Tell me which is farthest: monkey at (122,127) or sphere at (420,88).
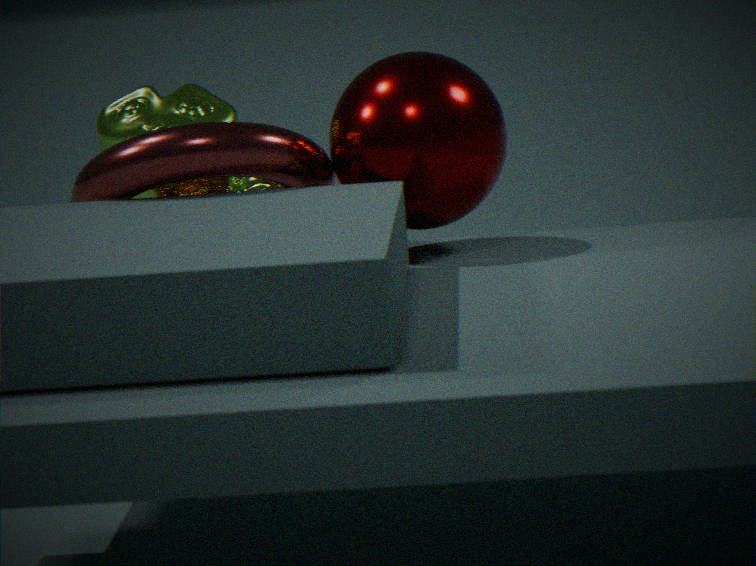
monkey at (122,127)
